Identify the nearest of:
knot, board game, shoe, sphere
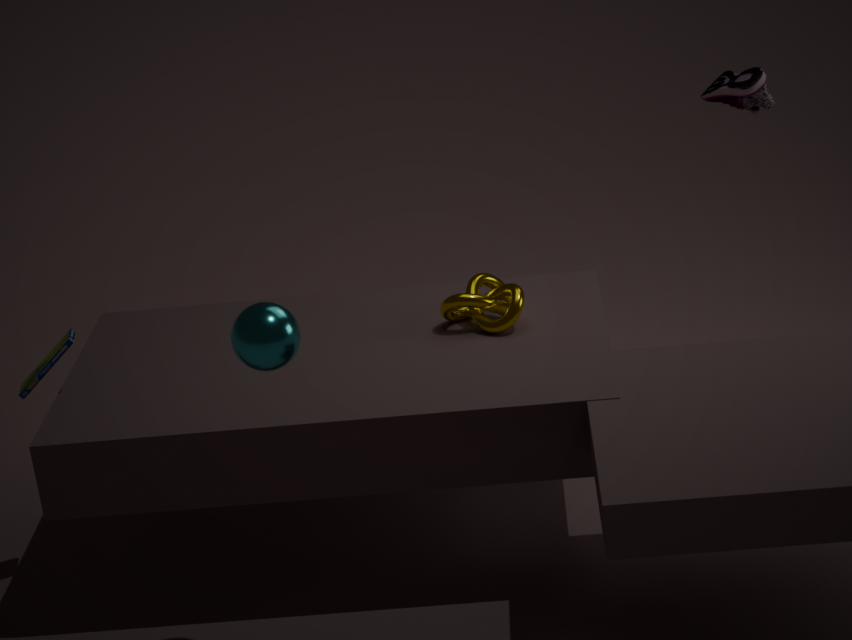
sphere
